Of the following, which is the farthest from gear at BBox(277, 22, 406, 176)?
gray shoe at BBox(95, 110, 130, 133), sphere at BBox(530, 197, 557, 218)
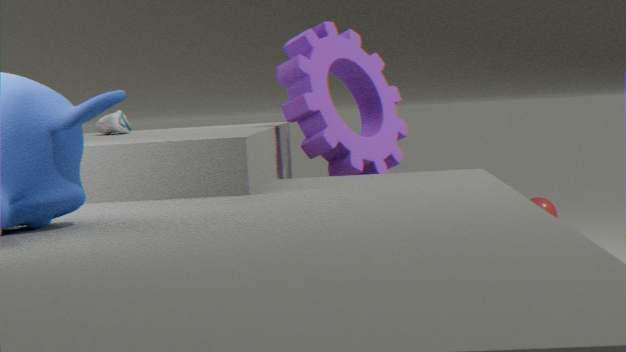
sphere at BBox(530, 197, 557, 218)
